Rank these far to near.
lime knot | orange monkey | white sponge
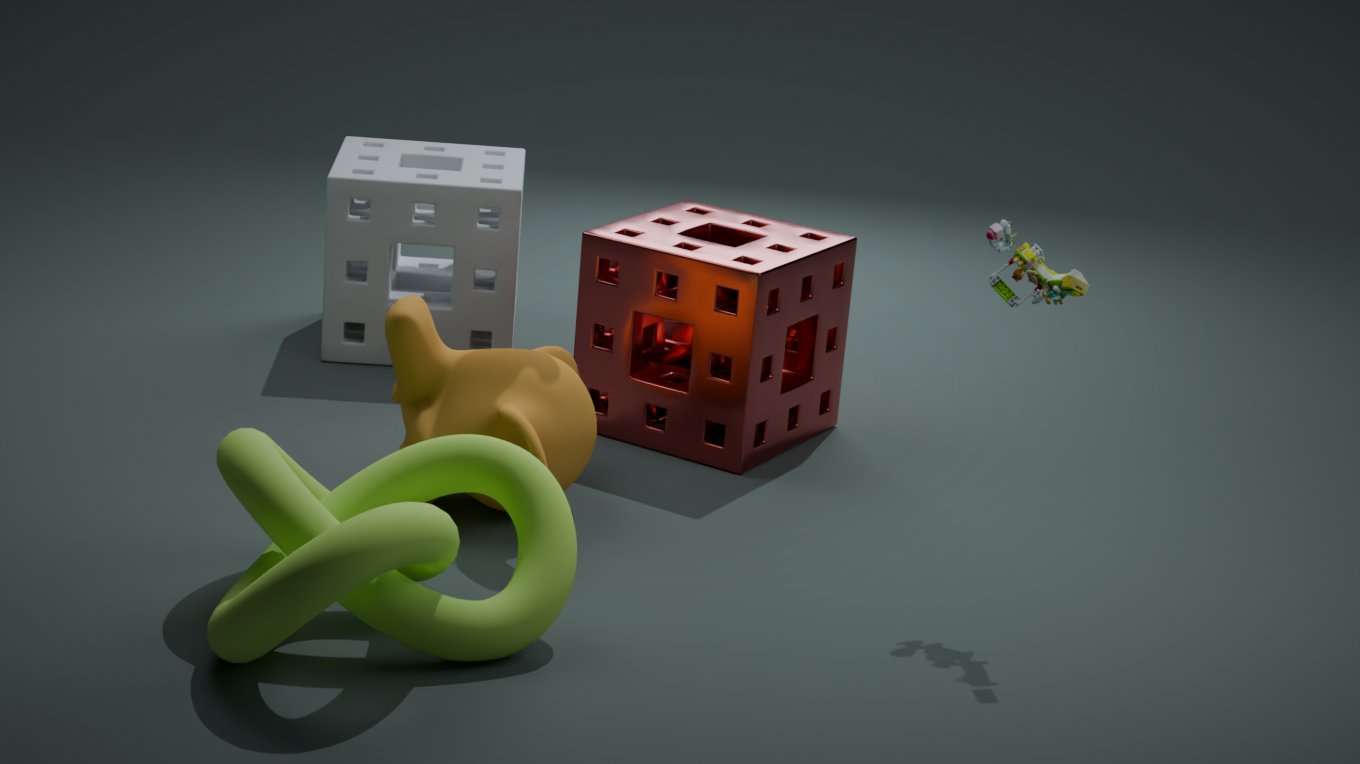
white sponge < orange monkey < lime knot
